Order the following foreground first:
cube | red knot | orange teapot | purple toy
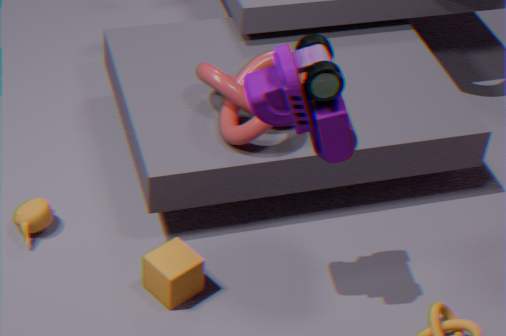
purple toy → cube → red knot → orange teapot
